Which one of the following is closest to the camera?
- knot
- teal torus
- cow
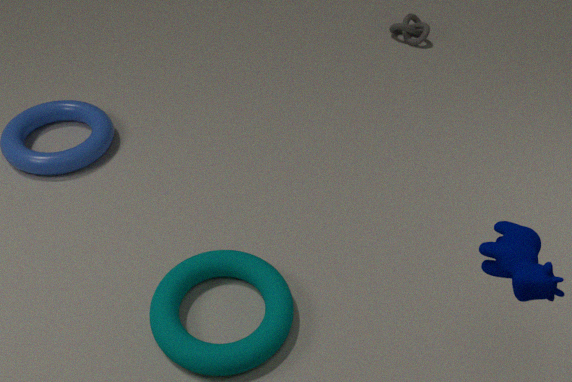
cow
